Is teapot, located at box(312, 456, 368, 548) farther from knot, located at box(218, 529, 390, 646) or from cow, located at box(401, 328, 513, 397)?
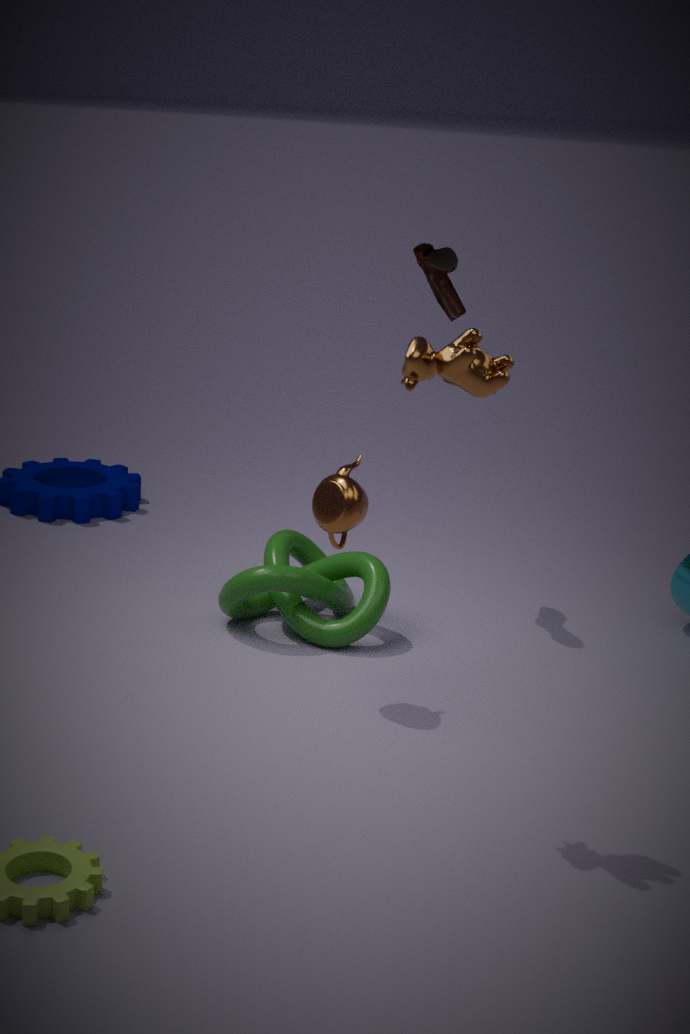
cow, located at box(401, 328, 513, 397)
